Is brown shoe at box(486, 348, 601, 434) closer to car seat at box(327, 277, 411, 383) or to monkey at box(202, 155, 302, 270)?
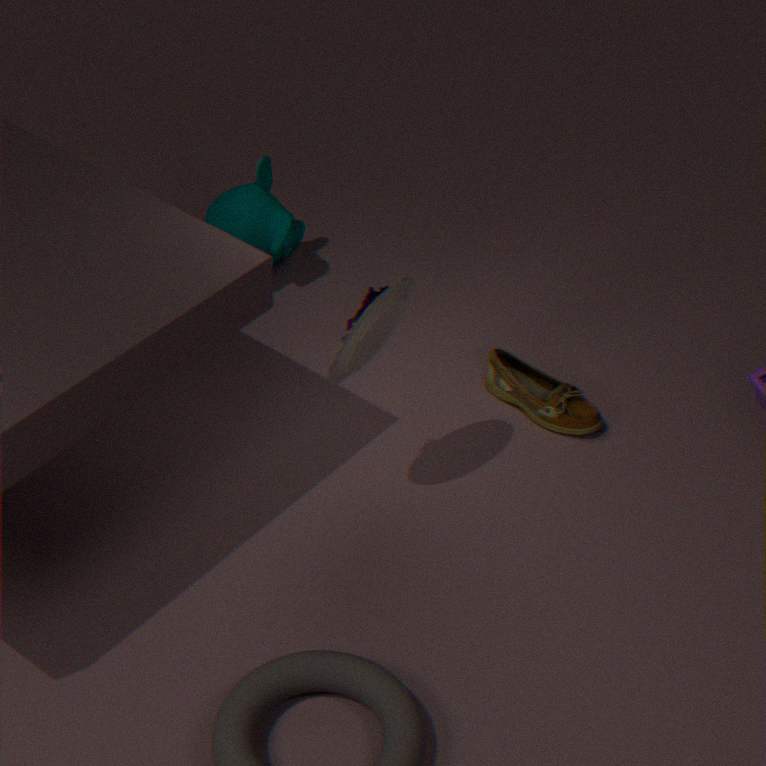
car seat at box(327, 277, 411, 383)
